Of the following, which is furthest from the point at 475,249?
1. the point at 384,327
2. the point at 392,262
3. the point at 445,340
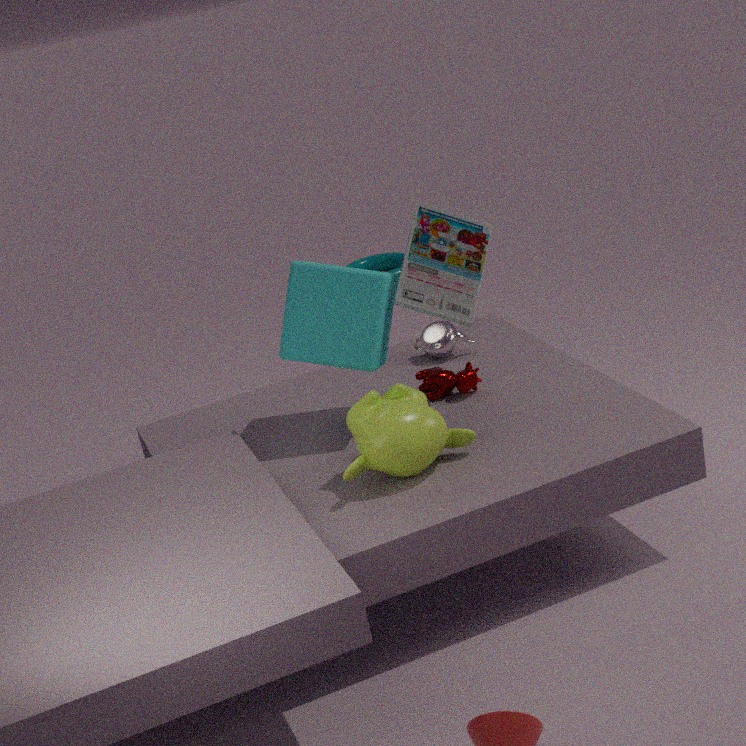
the point at 392,262
